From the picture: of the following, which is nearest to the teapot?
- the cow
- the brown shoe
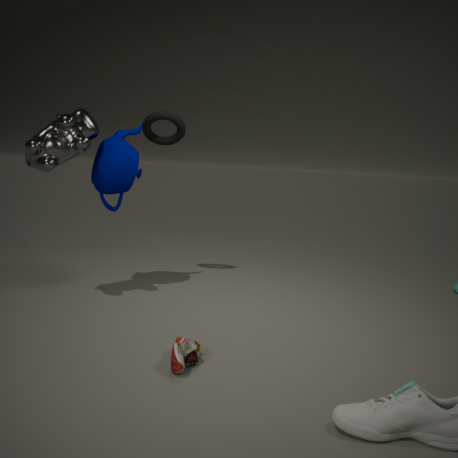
the cow
